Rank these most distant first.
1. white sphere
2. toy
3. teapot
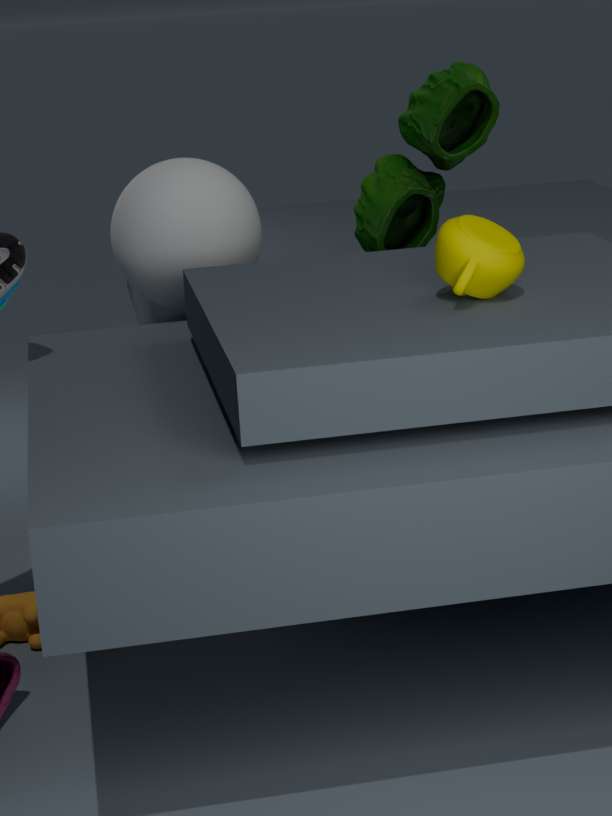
white sphere
toy
teapot
